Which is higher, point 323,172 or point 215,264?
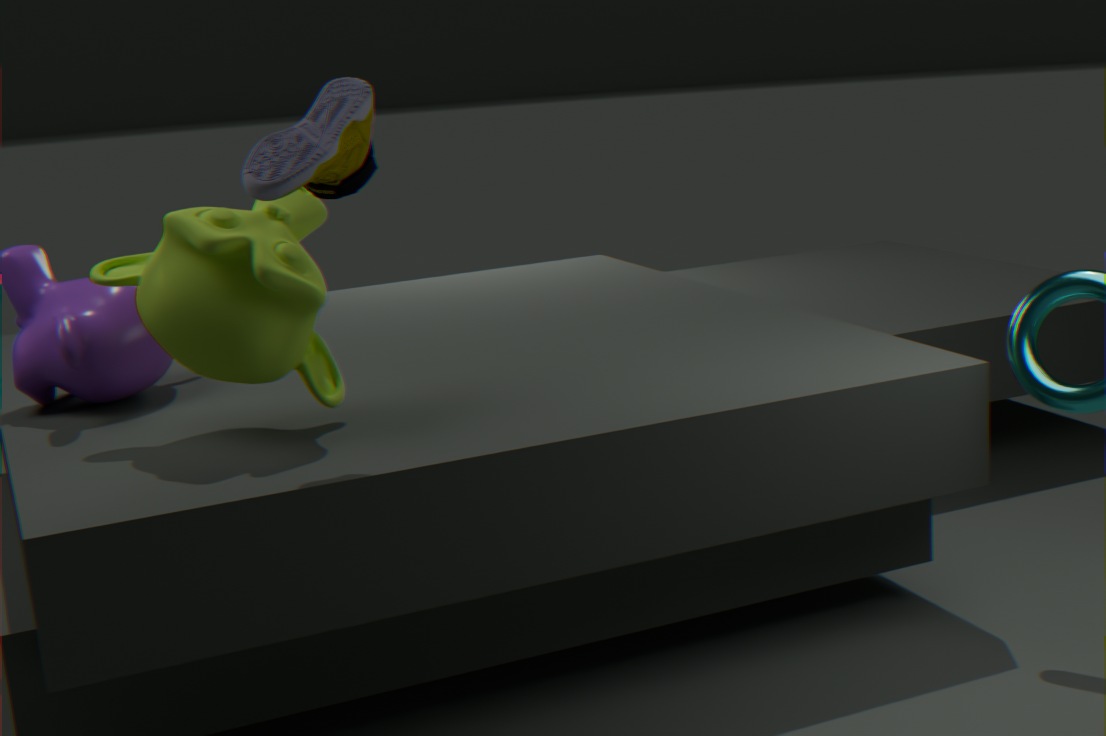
point 323,172
